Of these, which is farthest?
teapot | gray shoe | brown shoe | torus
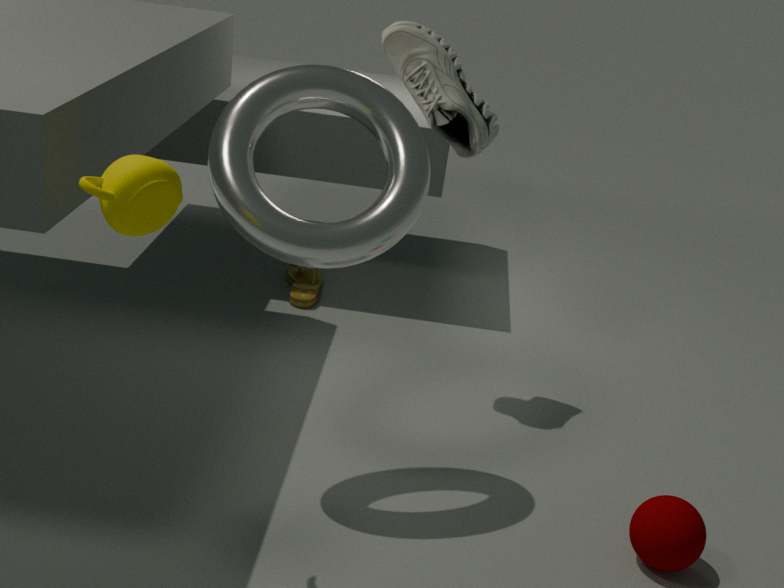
brown shoe
